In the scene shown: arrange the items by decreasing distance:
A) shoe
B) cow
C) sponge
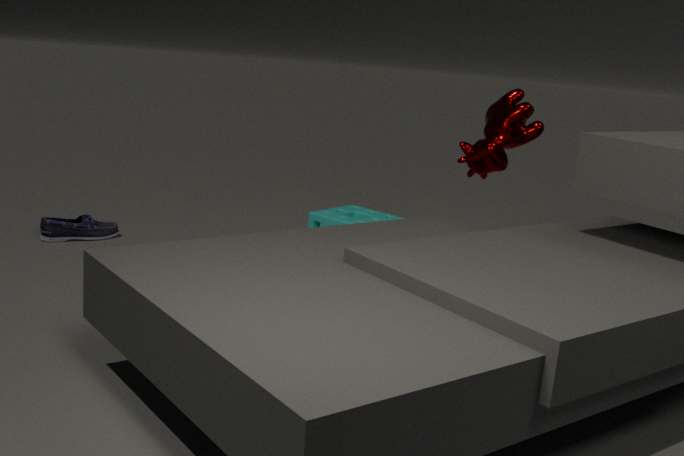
1. shoe
2. sponge
3. cow
